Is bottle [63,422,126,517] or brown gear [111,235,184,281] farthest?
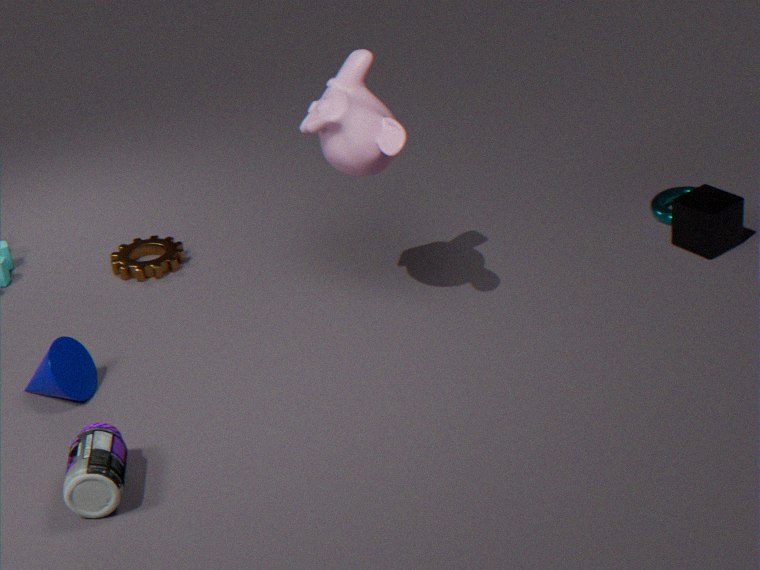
brown gear [111,235,184,281]
